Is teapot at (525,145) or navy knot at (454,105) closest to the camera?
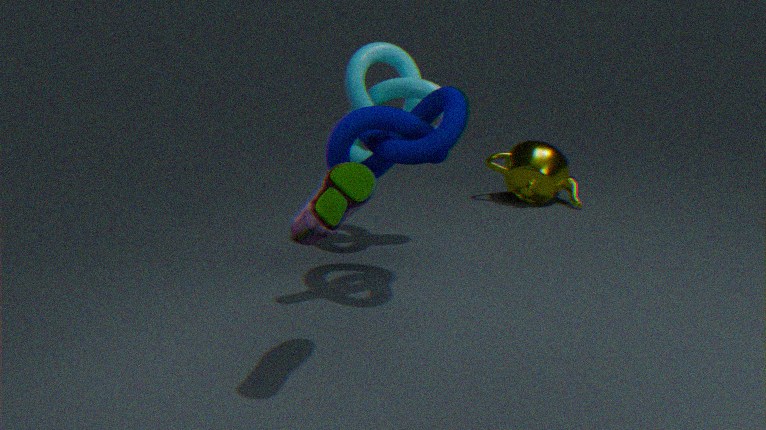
navy knot at (454,105)
